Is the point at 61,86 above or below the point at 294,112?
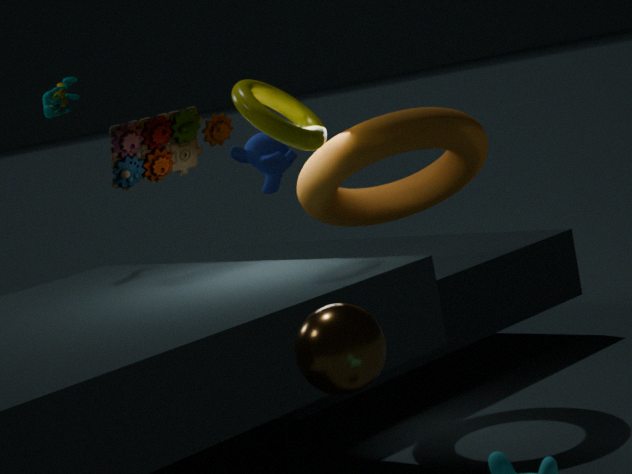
above
